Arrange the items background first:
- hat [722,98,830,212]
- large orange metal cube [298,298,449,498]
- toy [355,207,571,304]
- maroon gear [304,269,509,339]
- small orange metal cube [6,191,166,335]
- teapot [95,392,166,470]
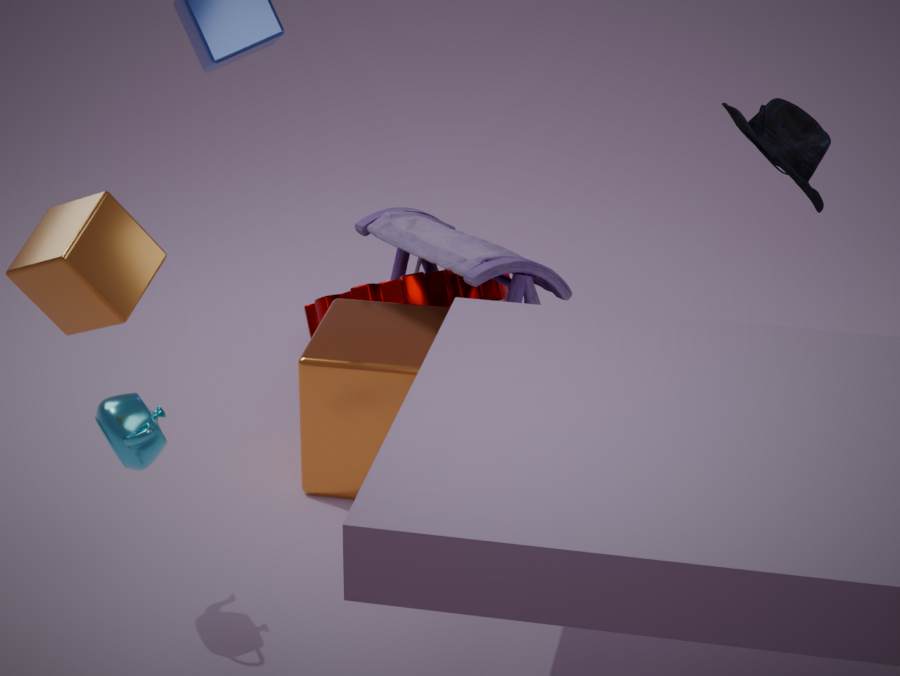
1. hat [722,98,830,212]
2. maroon gear [304,269,509,339]
3. toy [355,207,571,304]
4. large orange metal cube [298,298,449,498]
5. teapot [95,392,166,470]
6. small orange metal cube [6,191,166,335]
